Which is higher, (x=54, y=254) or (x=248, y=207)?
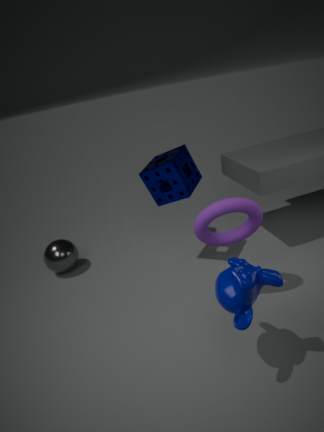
(x=248, y=207)
